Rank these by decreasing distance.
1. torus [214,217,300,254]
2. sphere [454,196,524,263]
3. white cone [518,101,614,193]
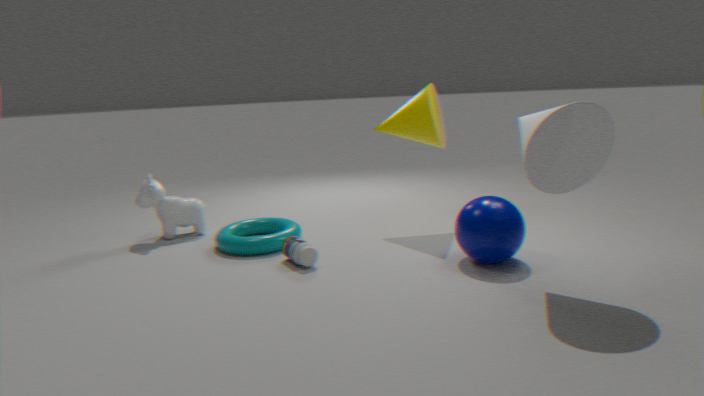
1. torus [214,217,300,254]
2. sphere [454,196,524,263]
3. white cone [518,101,614,193]
